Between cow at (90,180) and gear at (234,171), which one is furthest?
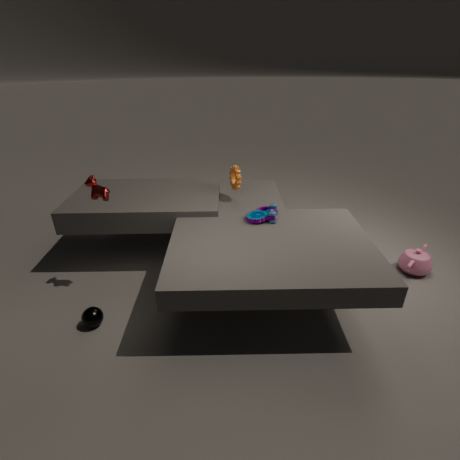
gear at (234,171)
